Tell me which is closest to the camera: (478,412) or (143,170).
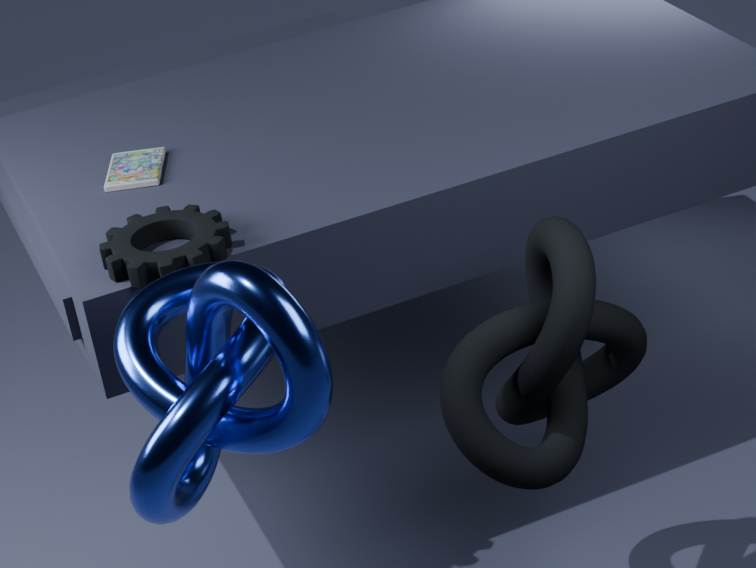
(478,412)
